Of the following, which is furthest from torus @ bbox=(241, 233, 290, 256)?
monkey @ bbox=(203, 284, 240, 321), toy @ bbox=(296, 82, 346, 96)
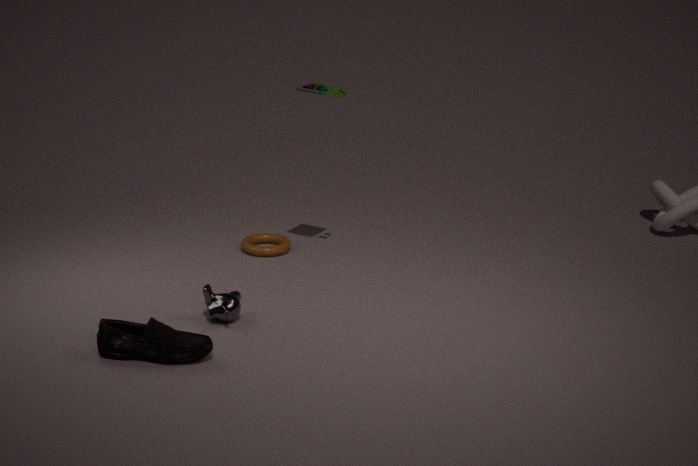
toy @ bbox=(296, 82, 346, 96)
